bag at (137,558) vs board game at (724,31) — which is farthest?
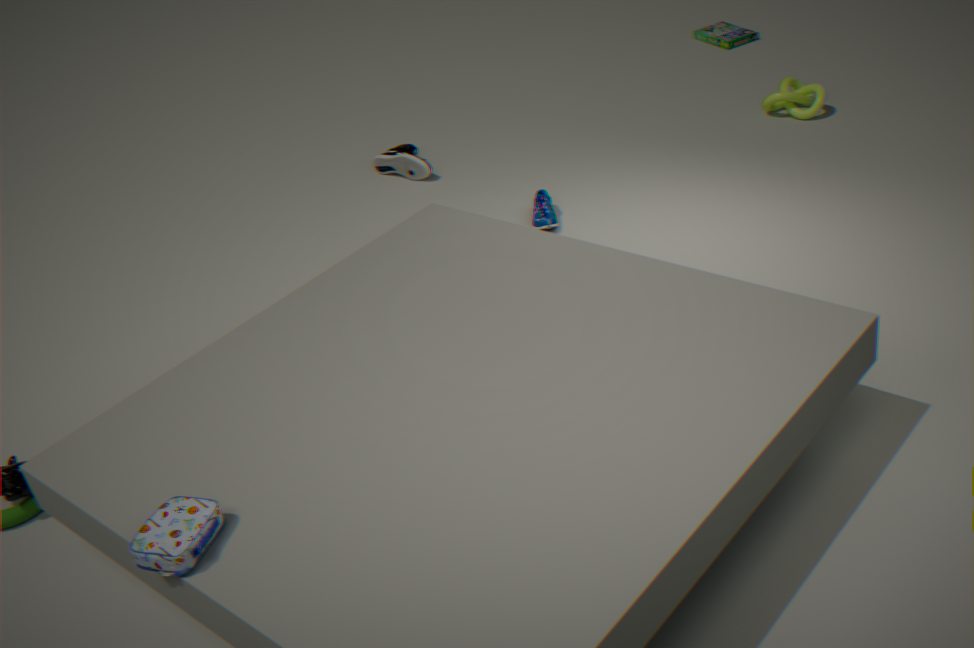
board game at (724,31)
